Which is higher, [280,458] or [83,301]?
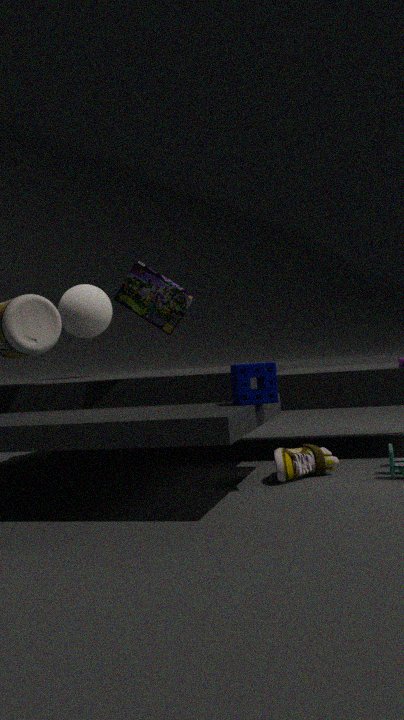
[83,301]
